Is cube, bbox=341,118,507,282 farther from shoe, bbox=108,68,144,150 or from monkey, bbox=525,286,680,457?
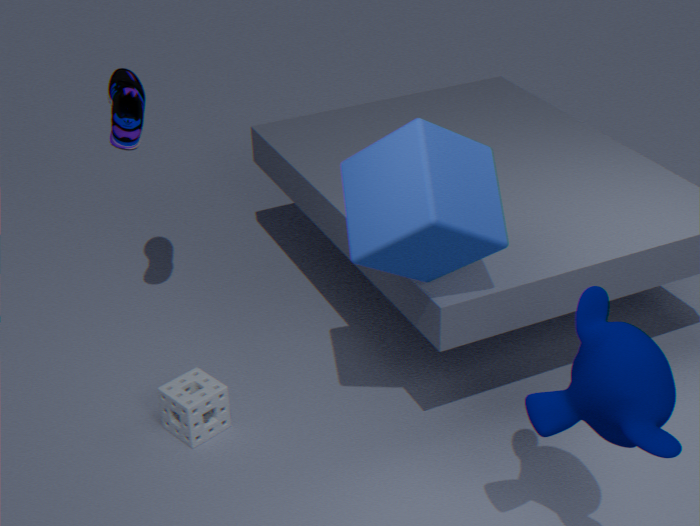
shoe, bbox=108,68,144,150
